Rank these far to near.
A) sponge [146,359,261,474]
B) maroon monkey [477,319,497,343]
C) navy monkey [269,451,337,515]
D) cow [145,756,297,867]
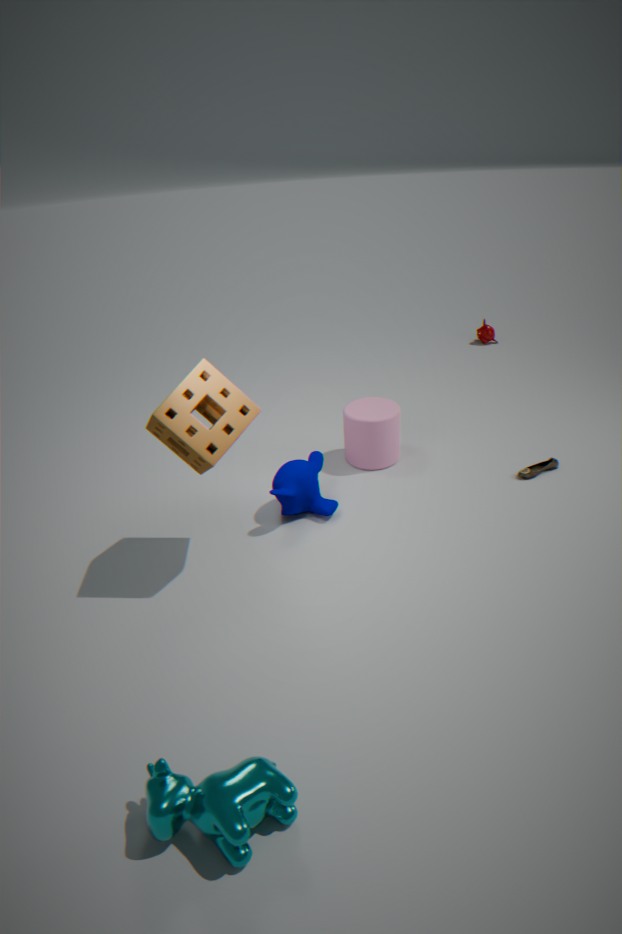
maroon monkey [477,319,497,343] < navy monkey [269,451,337,515] < sponge [146,359,261,474] < cow [145,756,297,867]
